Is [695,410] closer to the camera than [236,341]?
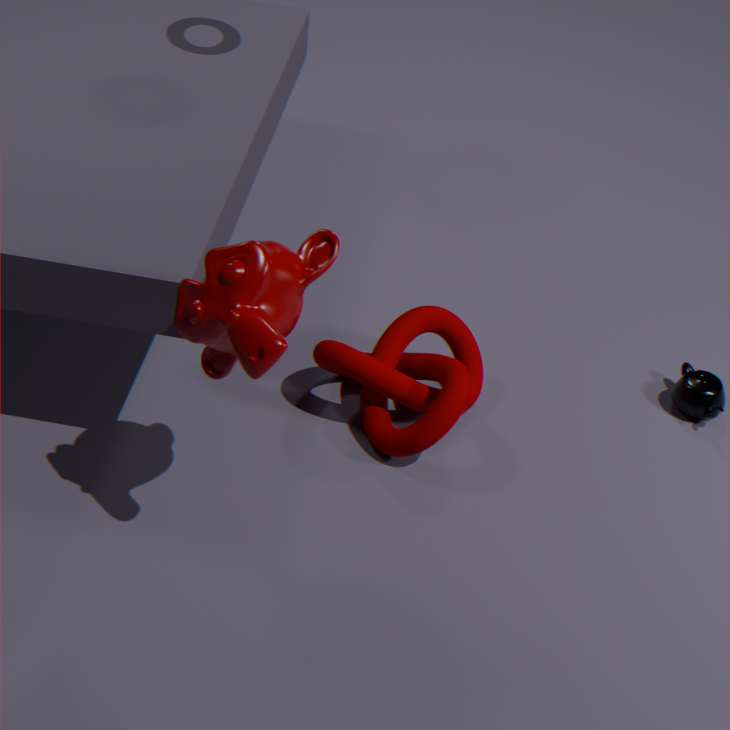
No
